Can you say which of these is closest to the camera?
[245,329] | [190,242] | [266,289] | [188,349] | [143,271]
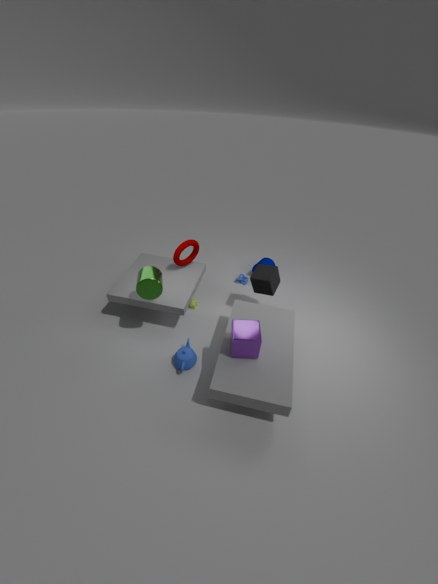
[245,329]
